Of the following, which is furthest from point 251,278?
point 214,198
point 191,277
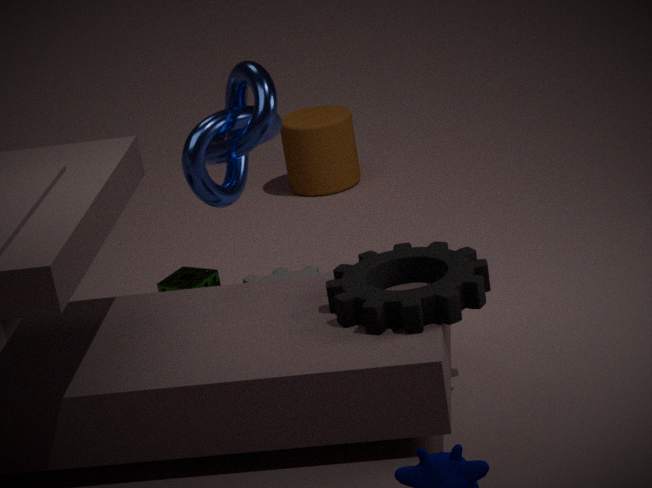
point 214,198
